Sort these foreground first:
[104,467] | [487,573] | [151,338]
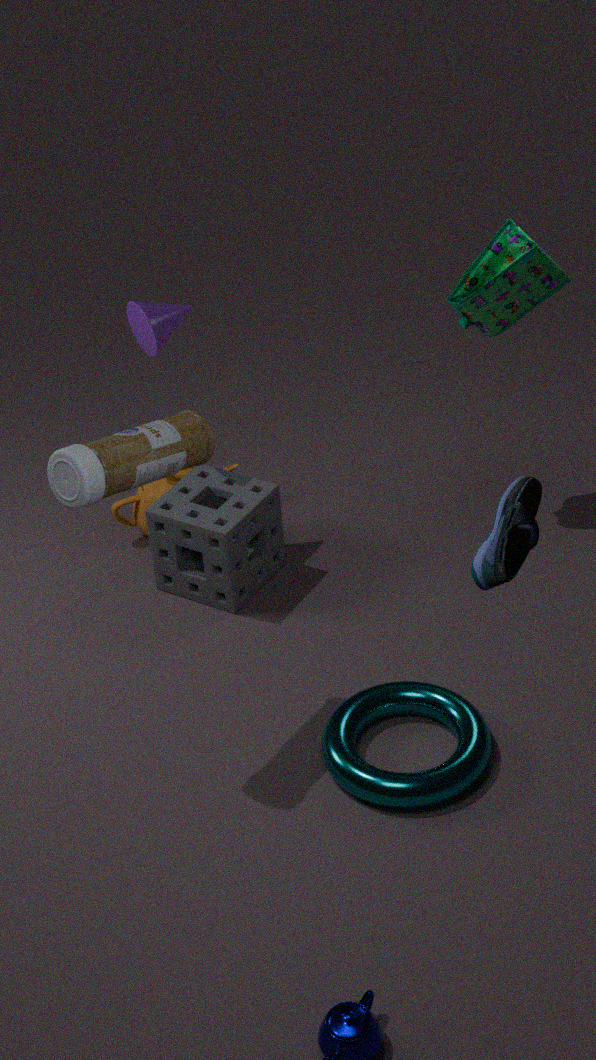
[487,573]
[104,467]
[151,338]
